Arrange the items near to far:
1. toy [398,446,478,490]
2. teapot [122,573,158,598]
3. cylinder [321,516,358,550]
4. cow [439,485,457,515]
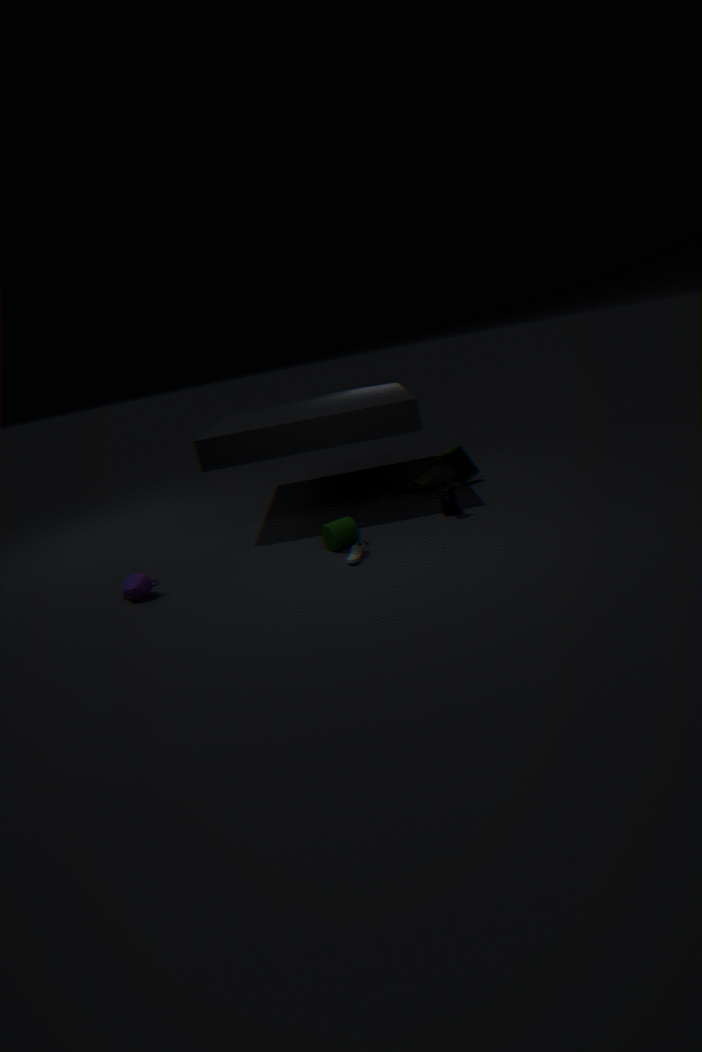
teapot [122,573,158,598], cylinder [321,516,358,550], cow [439,485,457,515], toy [398,446,478,490]
